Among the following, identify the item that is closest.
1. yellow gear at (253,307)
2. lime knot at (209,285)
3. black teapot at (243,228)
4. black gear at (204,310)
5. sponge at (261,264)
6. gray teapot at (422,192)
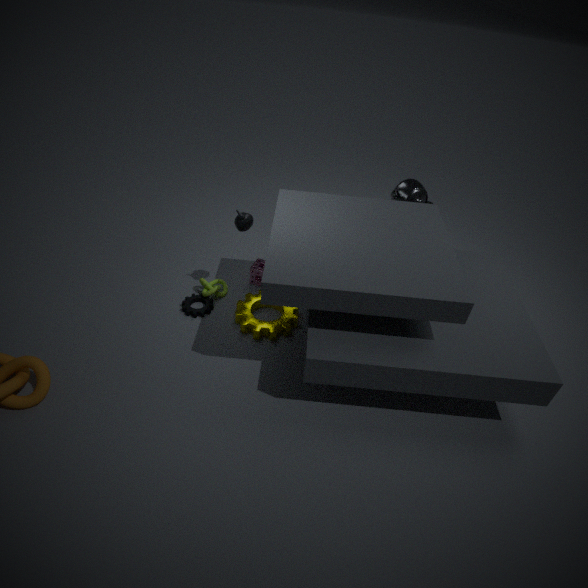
black teapot at (243,228)
